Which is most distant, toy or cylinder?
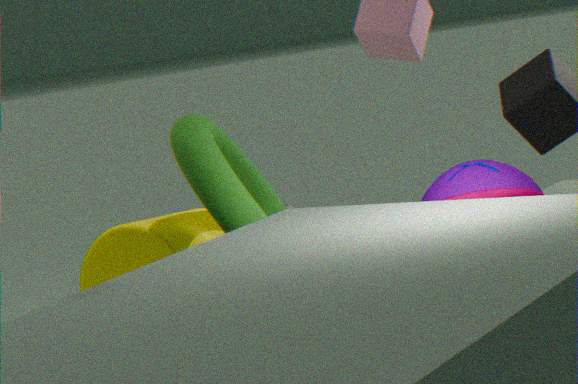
cylinder
